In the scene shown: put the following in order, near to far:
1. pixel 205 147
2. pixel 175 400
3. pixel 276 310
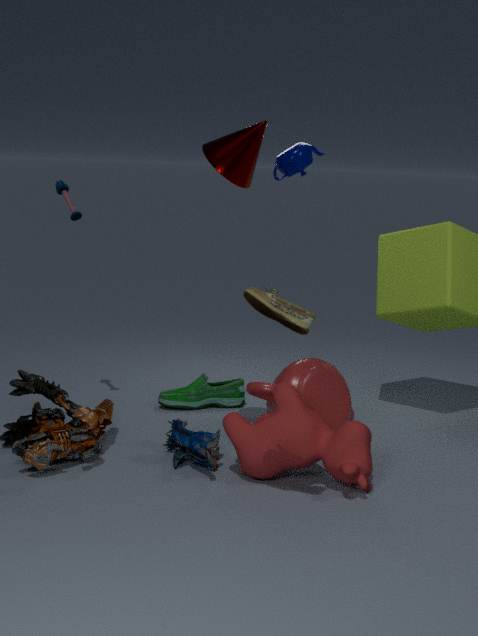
pixel 276 310
pixel 205 147
pixel 175 400
